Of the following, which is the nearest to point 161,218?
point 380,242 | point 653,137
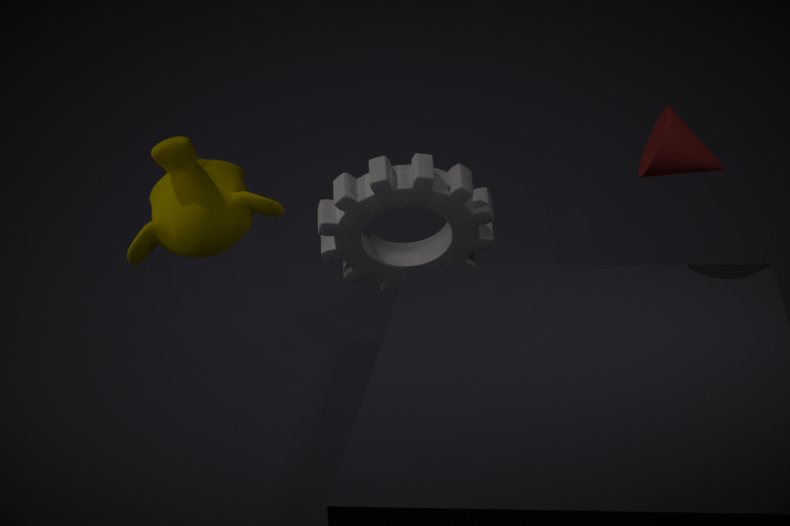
point 380,242
